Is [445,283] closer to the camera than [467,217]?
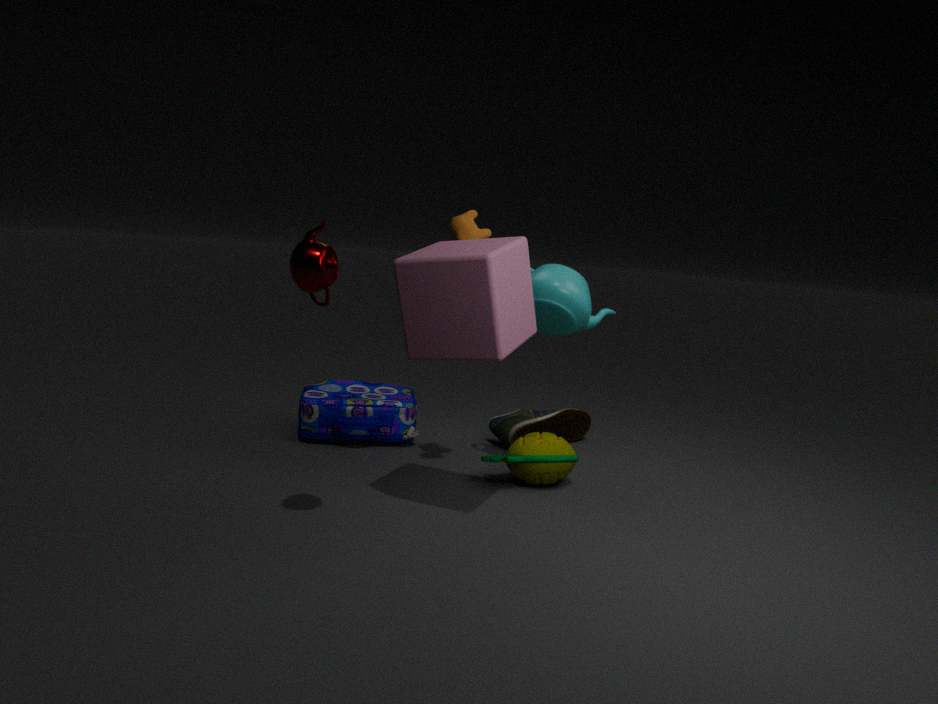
Yes
